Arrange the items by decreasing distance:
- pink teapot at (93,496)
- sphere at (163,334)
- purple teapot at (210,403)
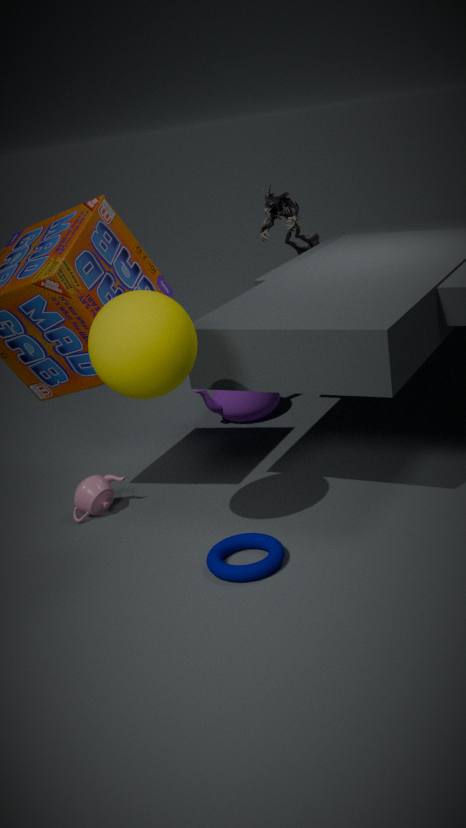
purple teapot at (210,403) → pink teapot at (93,496) → sphere at (163,334)
